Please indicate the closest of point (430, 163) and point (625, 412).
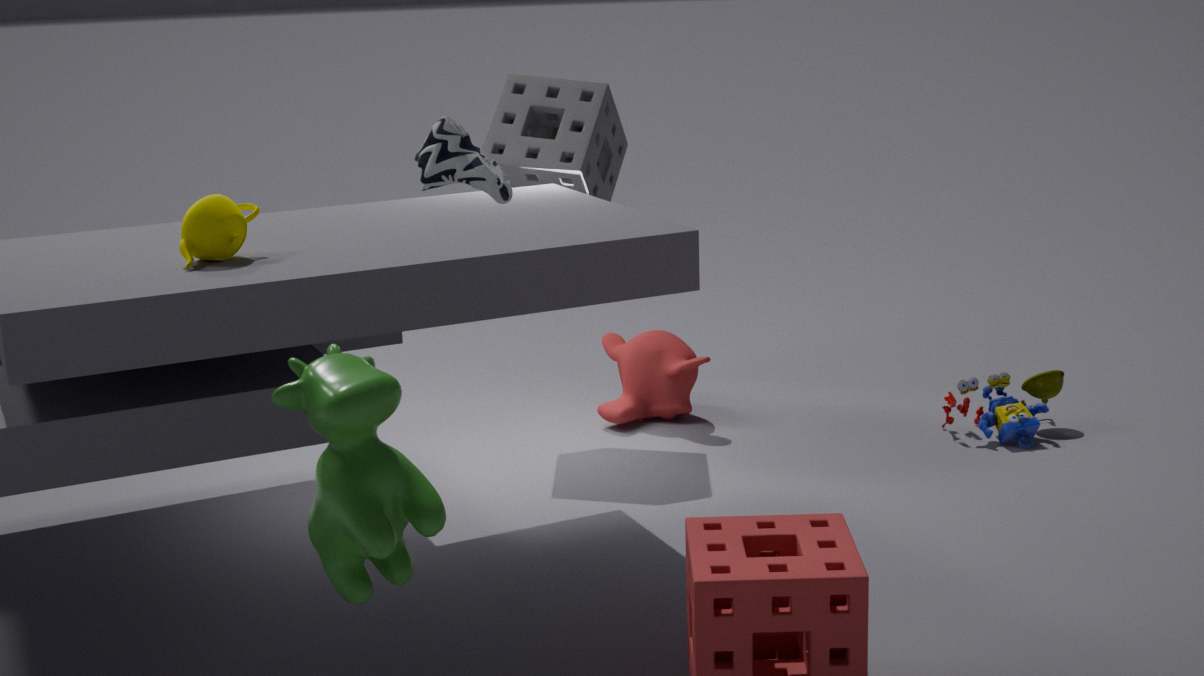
point (430, 163)
